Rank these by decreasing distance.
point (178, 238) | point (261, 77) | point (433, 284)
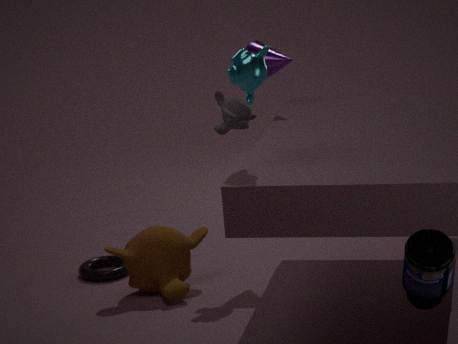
point (178, 238)
point (261, 77)
point (433, 284)
